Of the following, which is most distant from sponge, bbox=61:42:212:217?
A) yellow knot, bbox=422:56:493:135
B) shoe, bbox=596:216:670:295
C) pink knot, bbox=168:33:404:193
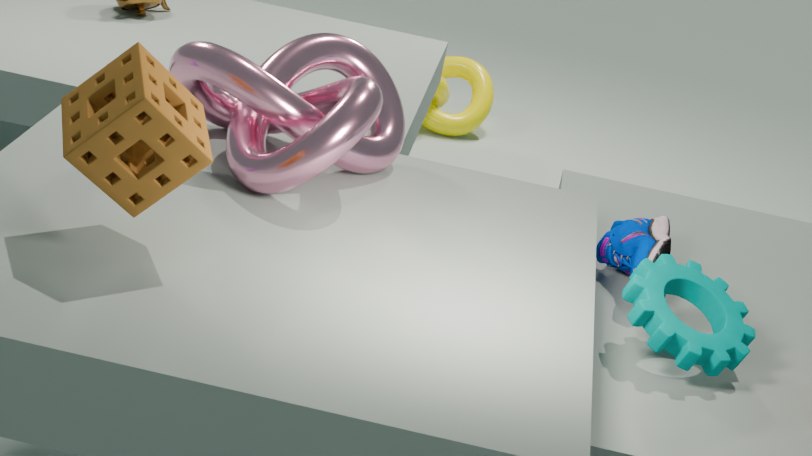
yellow knot, bbox=422:56:493:135
